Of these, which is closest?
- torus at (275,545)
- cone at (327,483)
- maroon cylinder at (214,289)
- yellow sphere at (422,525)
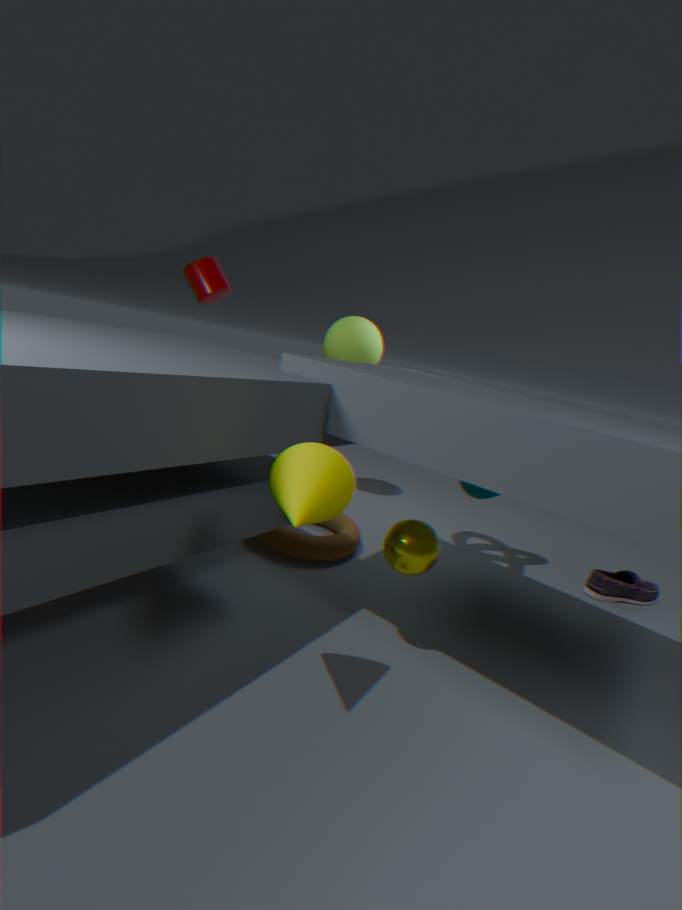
cone at (327,483)
